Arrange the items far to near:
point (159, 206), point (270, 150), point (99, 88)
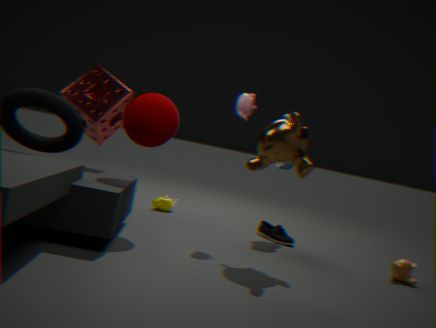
1. point (159, 206)
2. point (99, 88)
3. point (270, 150)
